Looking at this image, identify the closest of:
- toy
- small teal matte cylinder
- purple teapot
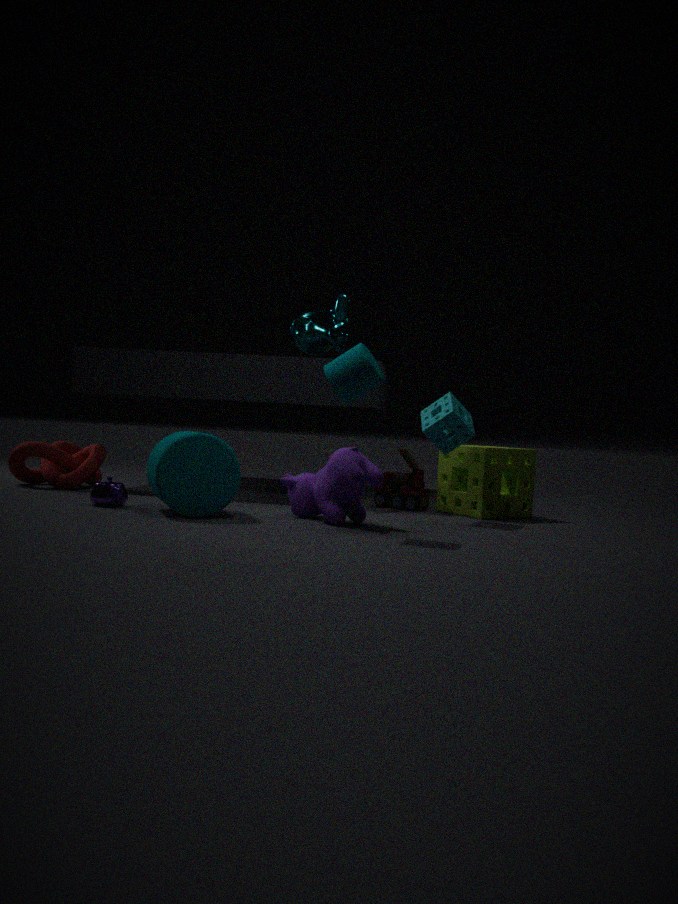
small teal matte cylinder
